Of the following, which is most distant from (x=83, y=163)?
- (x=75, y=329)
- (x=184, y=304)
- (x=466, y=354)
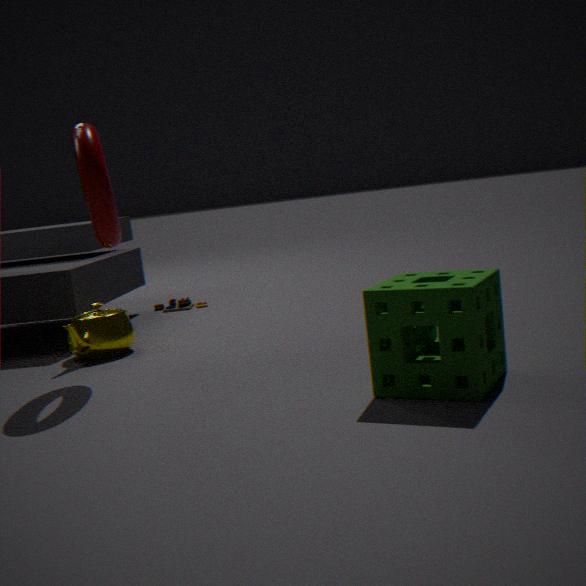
(x=184, y=304)
